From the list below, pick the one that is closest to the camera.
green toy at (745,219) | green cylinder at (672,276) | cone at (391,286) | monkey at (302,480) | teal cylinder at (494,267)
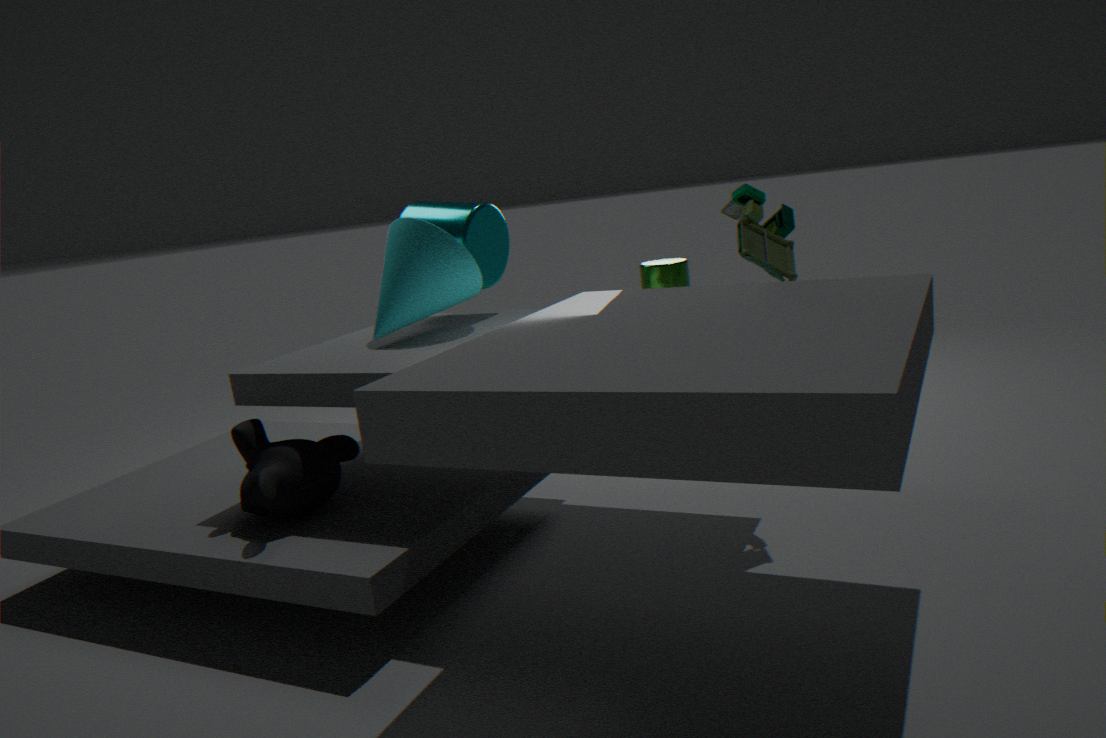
monkey at (302,480)
